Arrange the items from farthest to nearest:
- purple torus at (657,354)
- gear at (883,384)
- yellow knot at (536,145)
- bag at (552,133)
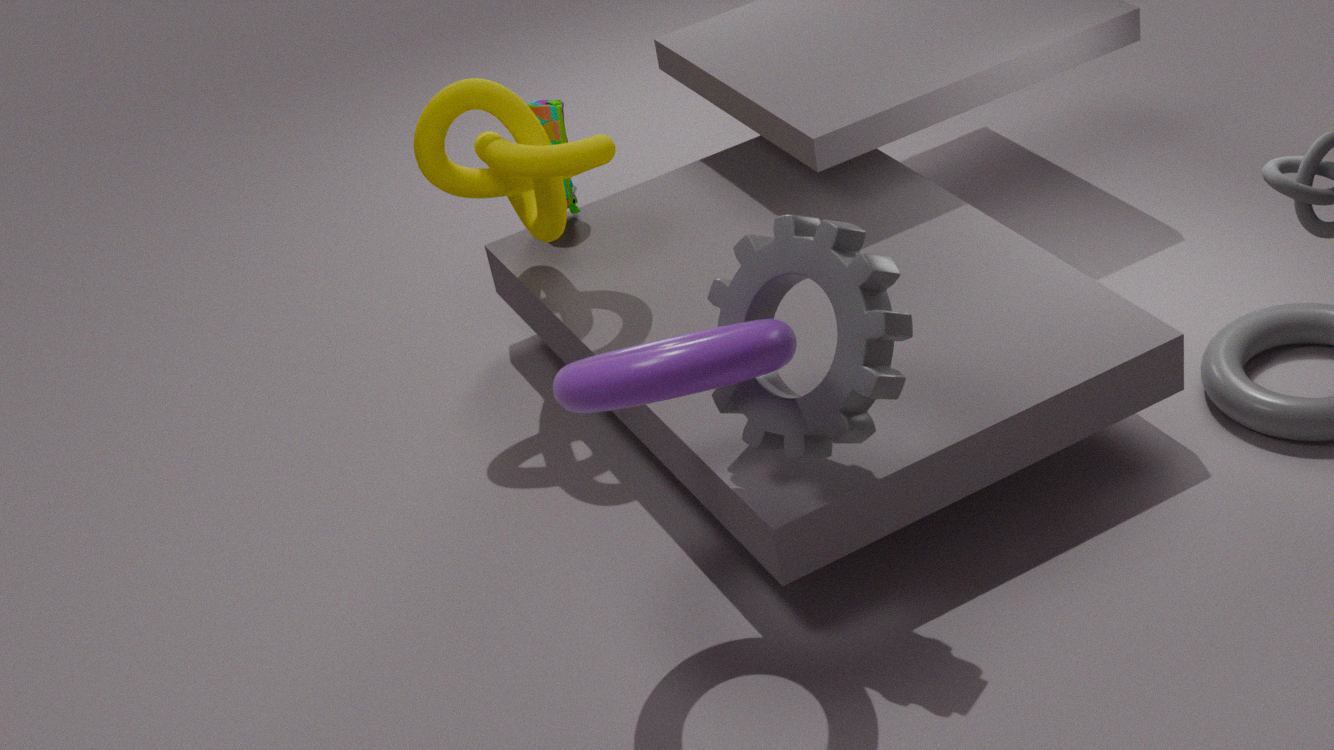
1. bag at (552,133)
2. yellow knot at (536,145)
3. gear at (883,384)
4. purple torus at (657,354)
